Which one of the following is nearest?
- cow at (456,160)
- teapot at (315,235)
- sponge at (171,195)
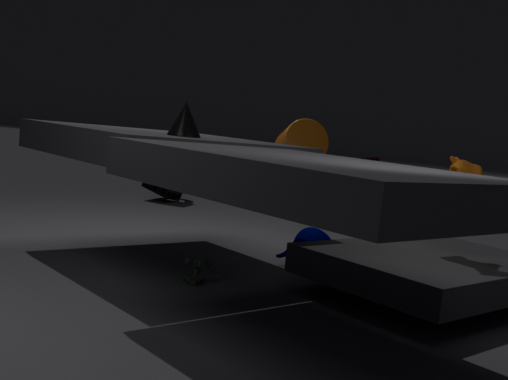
cow at (456,160)
